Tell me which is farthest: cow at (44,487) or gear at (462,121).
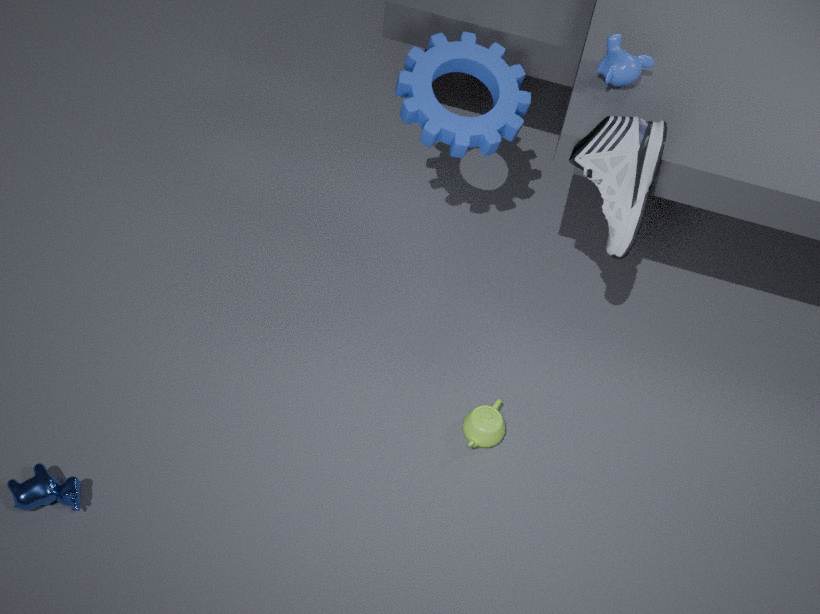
gear at (462,121)
